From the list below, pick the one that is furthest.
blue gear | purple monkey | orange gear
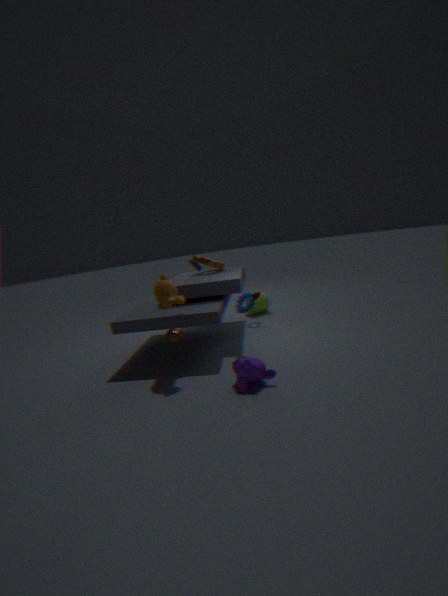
orange gear
